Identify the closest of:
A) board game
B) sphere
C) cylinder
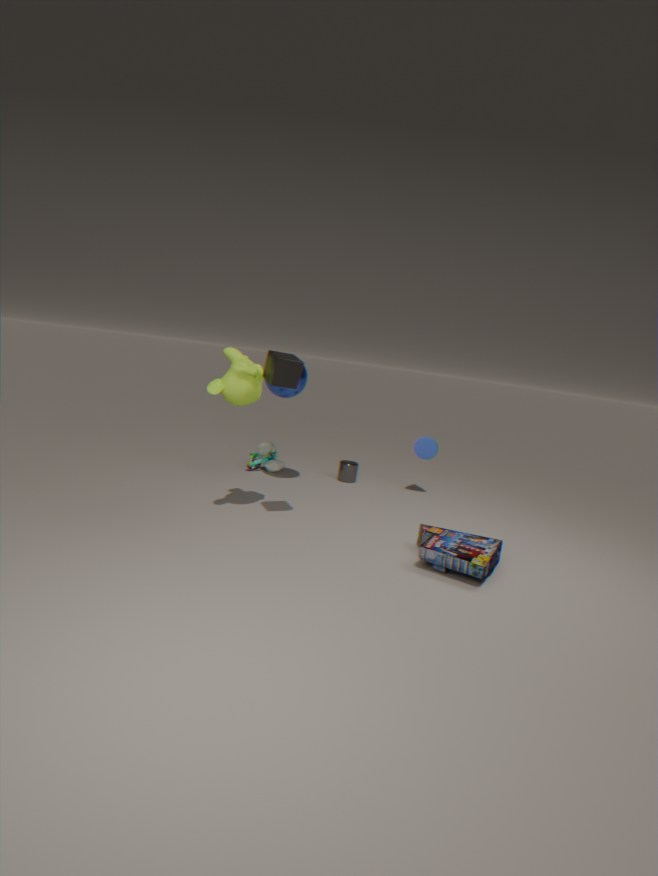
board game
